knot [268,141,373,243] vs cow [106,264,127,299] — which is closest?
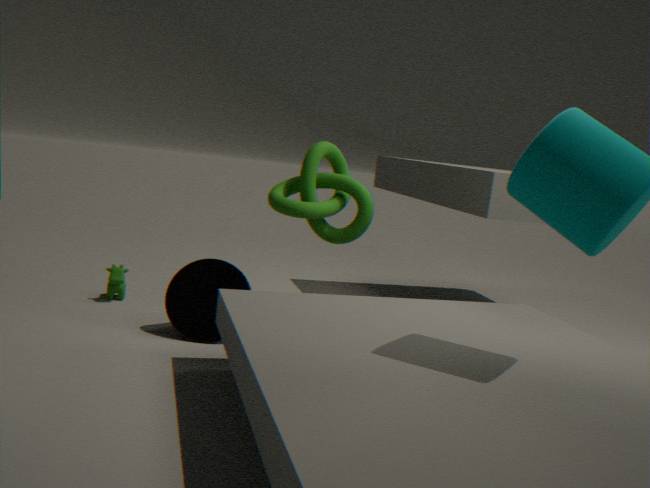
knot [268,141,373,243]
